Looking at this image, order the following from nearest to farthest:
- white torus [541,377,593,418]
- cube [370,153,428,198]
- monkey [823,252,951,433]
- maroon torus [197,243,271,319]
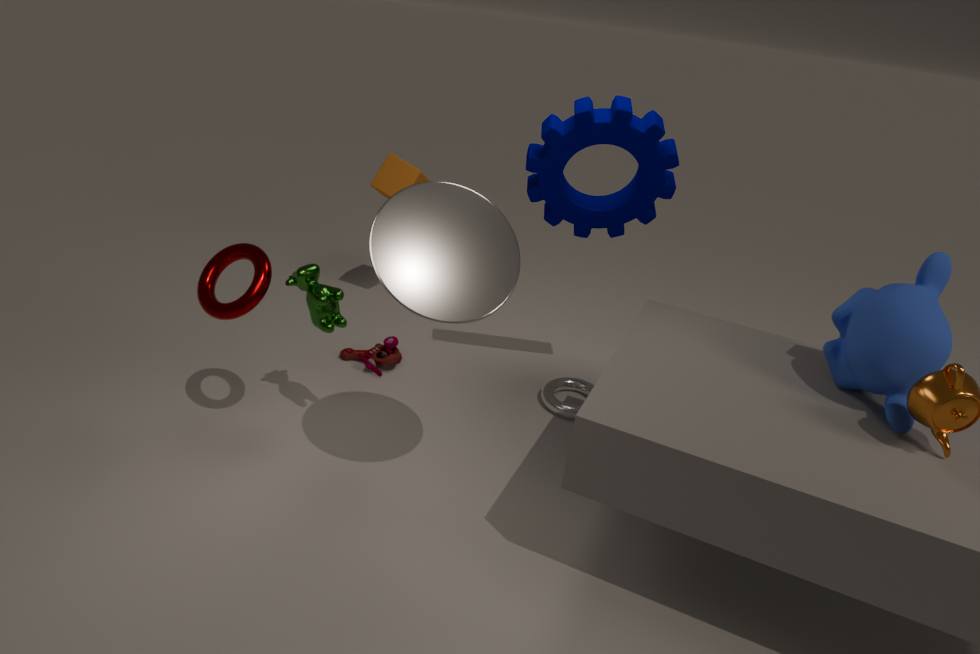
monkey [823,252,951,433]
maroon torus [197,243,271,319]
white torus [541,377,593,418]
cube [370,153,428,198]
